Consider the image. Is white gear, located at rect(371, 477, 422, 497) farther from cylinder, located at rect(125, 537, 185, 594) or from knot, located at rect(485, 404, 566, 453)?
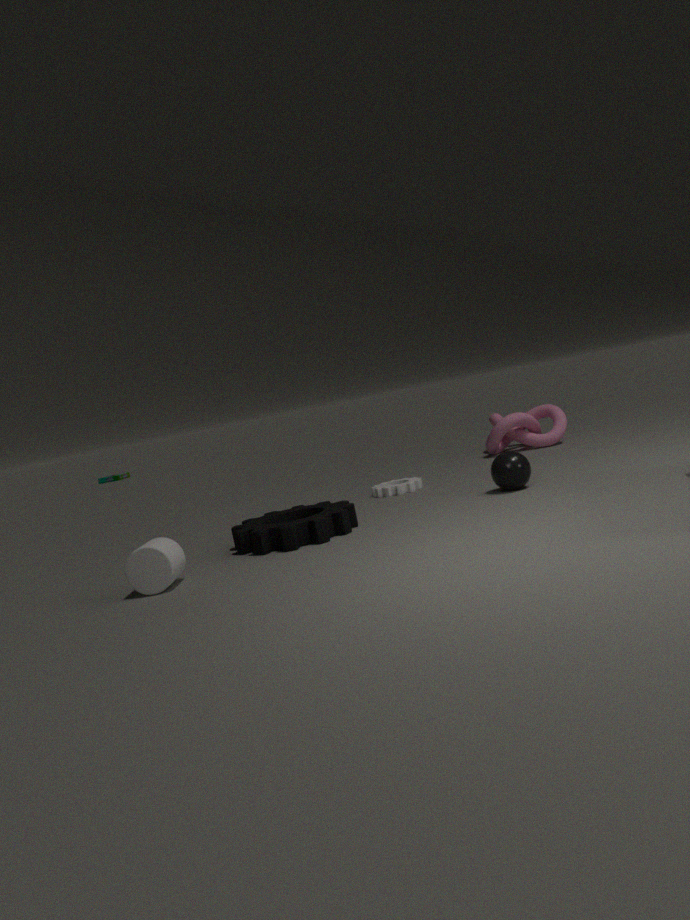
cylinder, located at rect(125, 537, 185, 594)
